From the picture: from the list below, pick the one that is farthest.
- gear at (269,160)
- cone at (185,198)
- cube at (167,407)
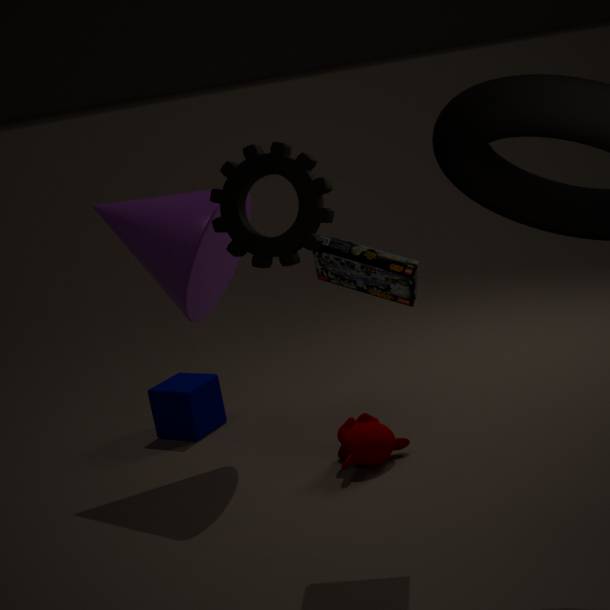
cube at (167,407)
